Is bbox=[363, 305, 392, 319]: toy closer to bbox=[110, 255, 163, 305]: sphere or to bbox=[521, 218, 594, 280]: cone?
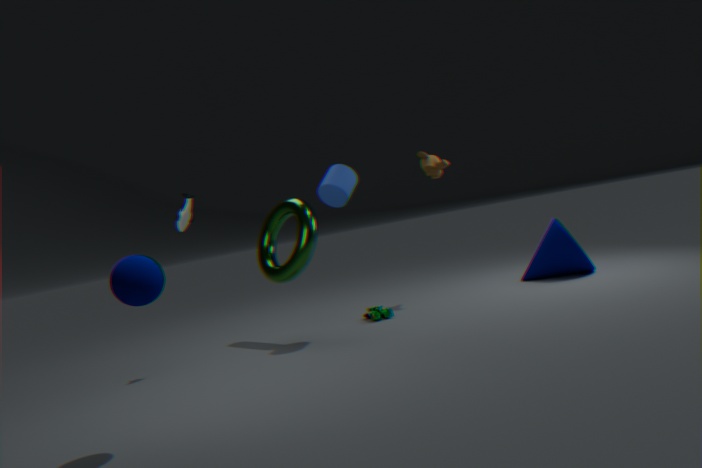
bbox=[521, 218, 594, 280]: cone
